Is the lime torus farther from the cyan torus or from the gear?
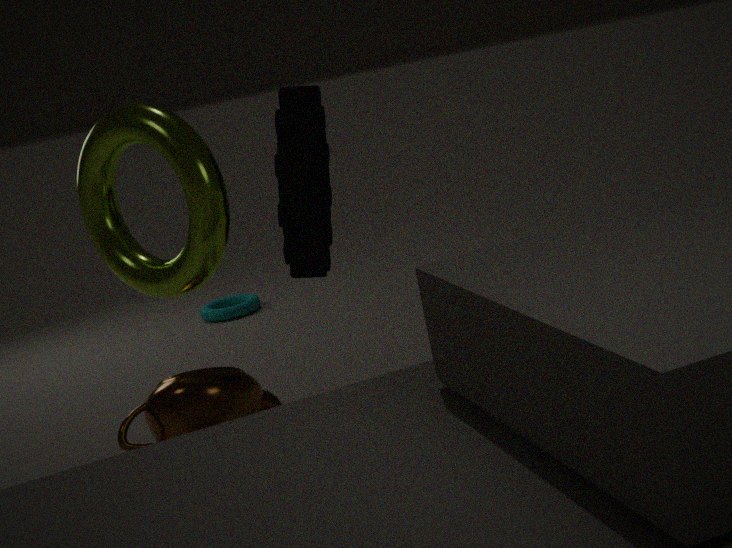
the cyan torus
